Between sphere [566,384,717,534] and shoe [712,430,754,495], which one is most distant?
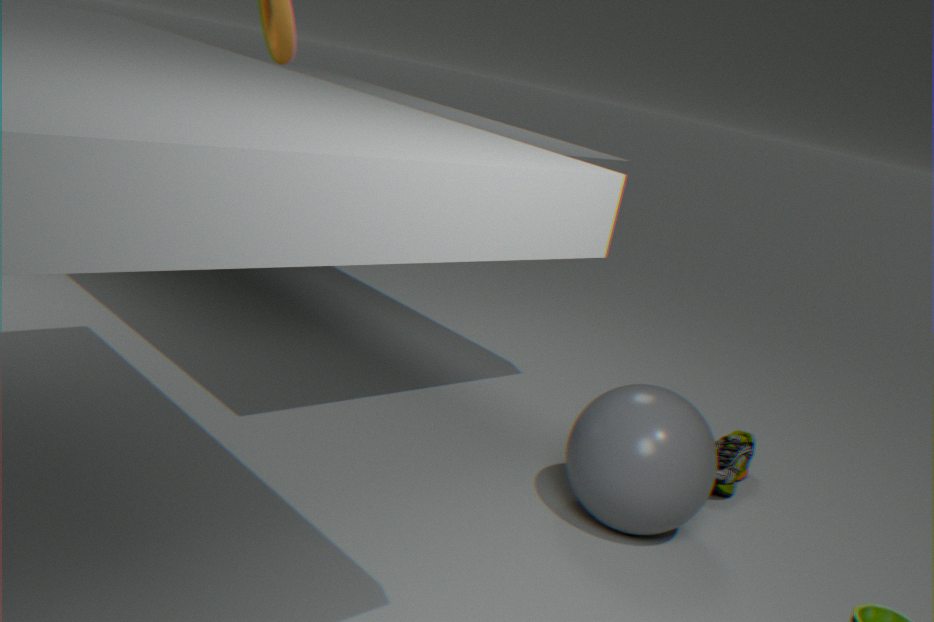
shoe [712,430,754,495]
